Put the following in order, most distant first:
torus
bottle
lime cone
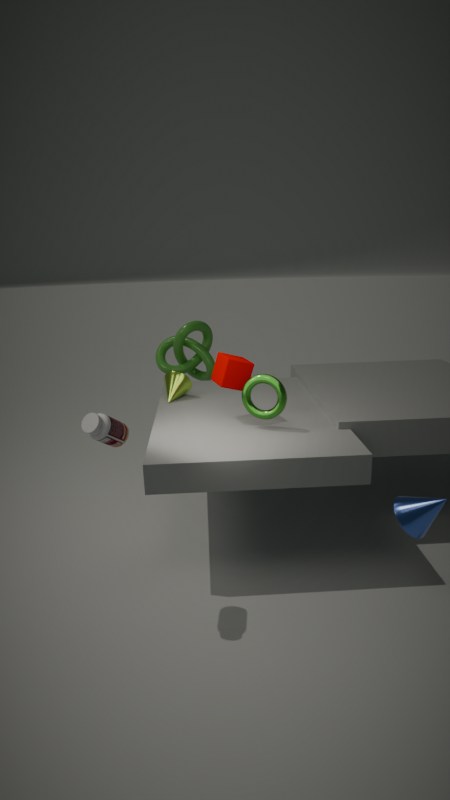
lime cone < torus < bottle
